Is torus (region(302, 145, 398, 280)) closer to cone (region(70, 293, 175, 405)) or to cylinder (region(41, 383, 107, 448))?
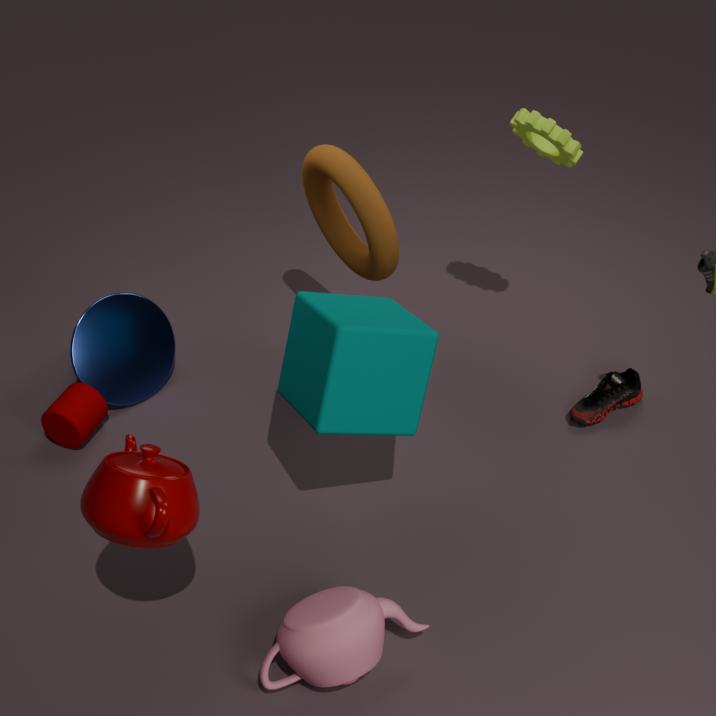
cone (region(70, 293, 175, 405))
